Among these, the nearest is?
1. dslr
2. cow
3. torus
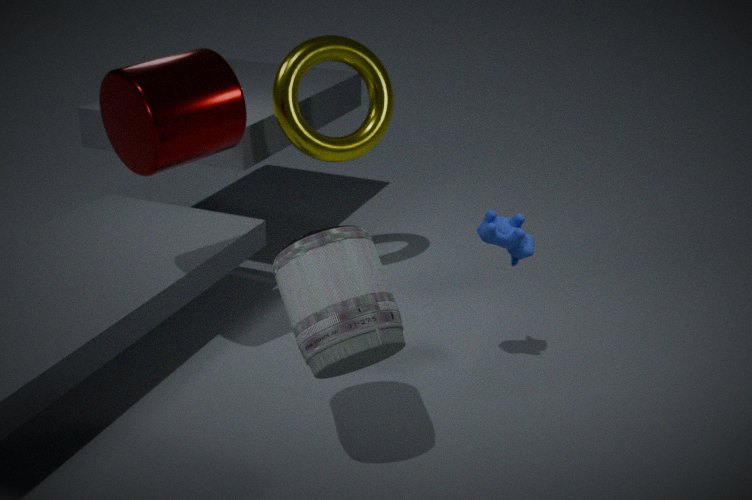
dslr
